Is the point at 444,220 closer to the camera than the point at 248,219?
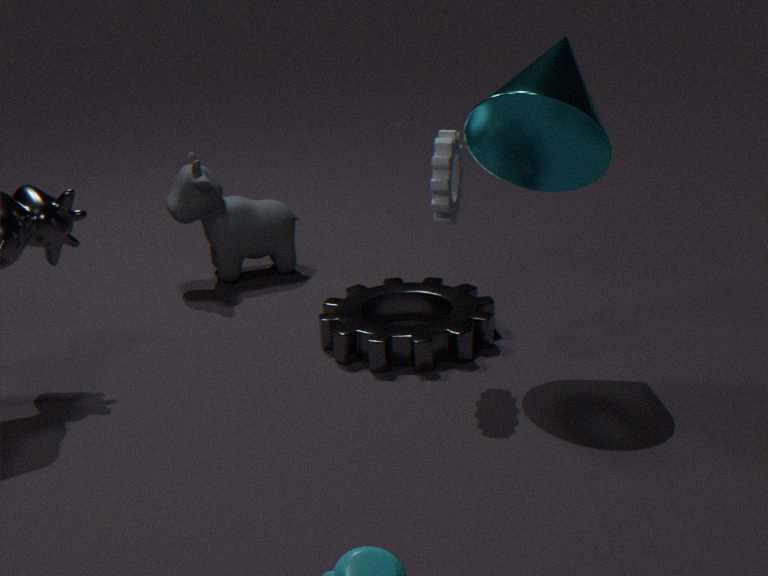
Yes
